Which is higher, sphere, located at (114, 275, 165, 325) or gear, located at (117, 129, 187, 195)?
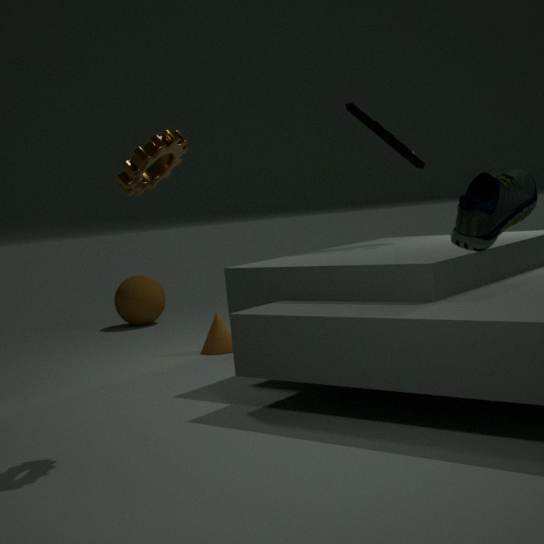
gear, located at (117, 129, 187, 195)
